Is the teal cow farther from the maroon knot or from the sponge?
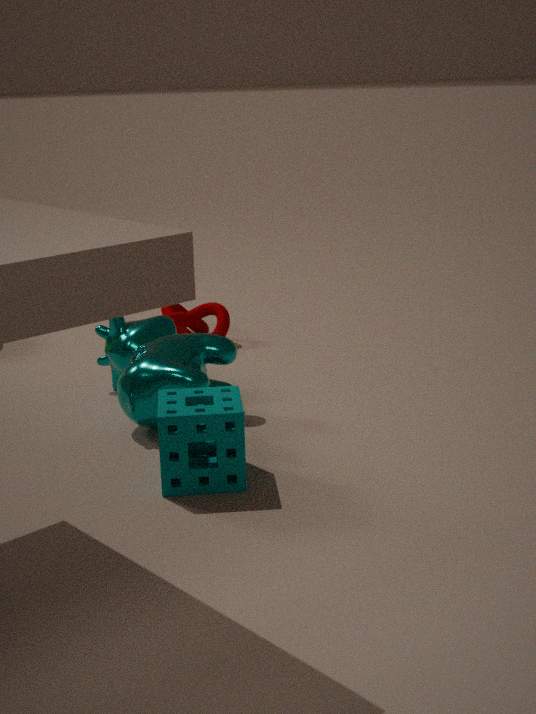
the maroon knot
